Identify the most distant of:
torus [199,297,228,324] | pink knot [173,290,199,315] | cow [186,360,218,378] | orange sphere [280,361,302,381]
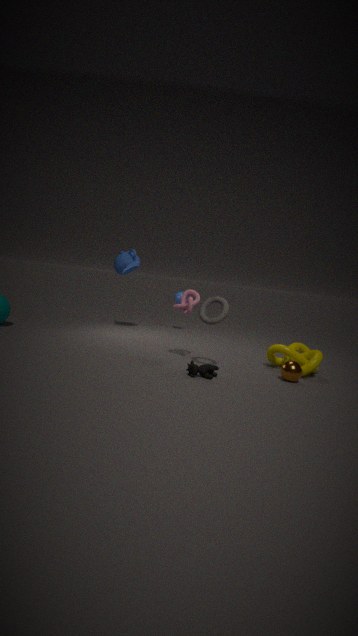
pink knot [173,290,199,315]
